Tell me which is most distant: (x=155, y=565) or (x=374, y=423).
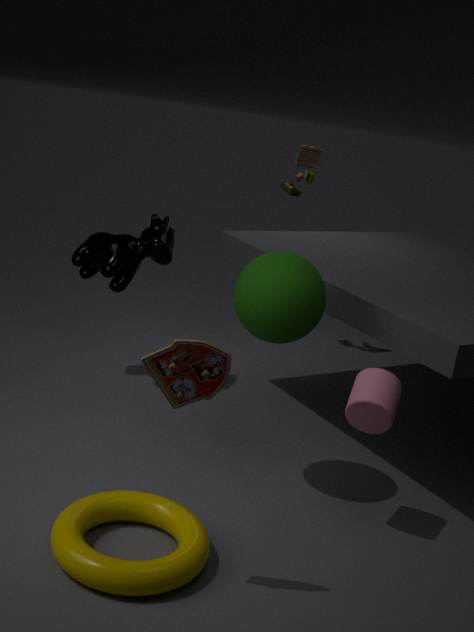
(x=374, y=423)
